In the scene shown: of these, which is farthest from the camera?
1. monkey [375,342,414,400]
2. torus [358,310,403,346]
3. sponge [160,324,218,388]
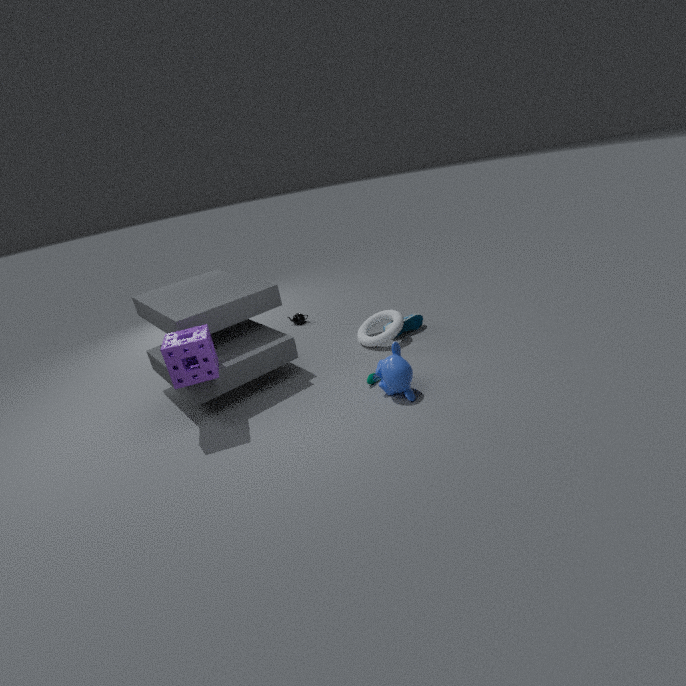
torus [358,310,403,346]
